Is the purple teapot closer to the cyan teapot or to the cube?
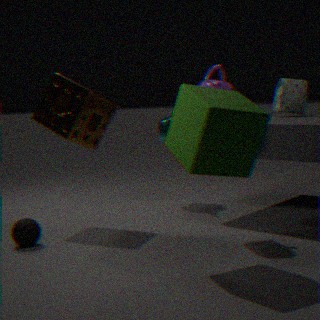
the cube
